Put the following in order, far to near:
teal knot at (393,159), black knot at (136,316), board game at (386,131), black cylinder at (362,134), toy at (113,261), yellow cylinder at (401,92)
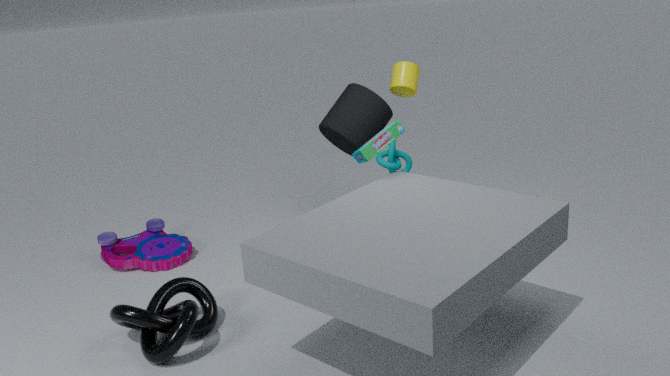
1. yellow cylinder at (401,92)
2. teal knot at (393,159)
3. toy at (113,261)
4. black cylinder at (362,134)
5. board game at (386,131)
6. black knot at (136,316)
